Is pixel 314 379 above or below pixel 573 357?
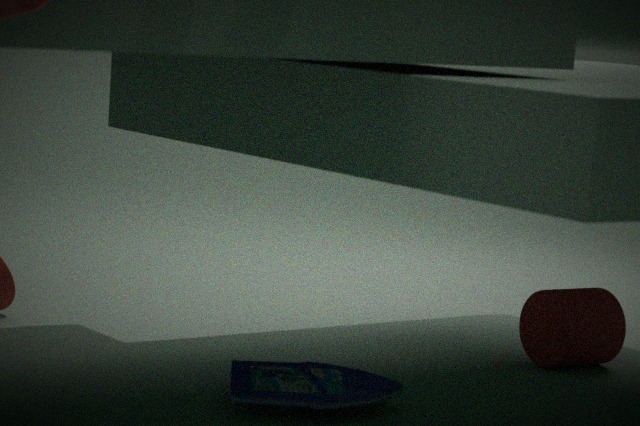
below
